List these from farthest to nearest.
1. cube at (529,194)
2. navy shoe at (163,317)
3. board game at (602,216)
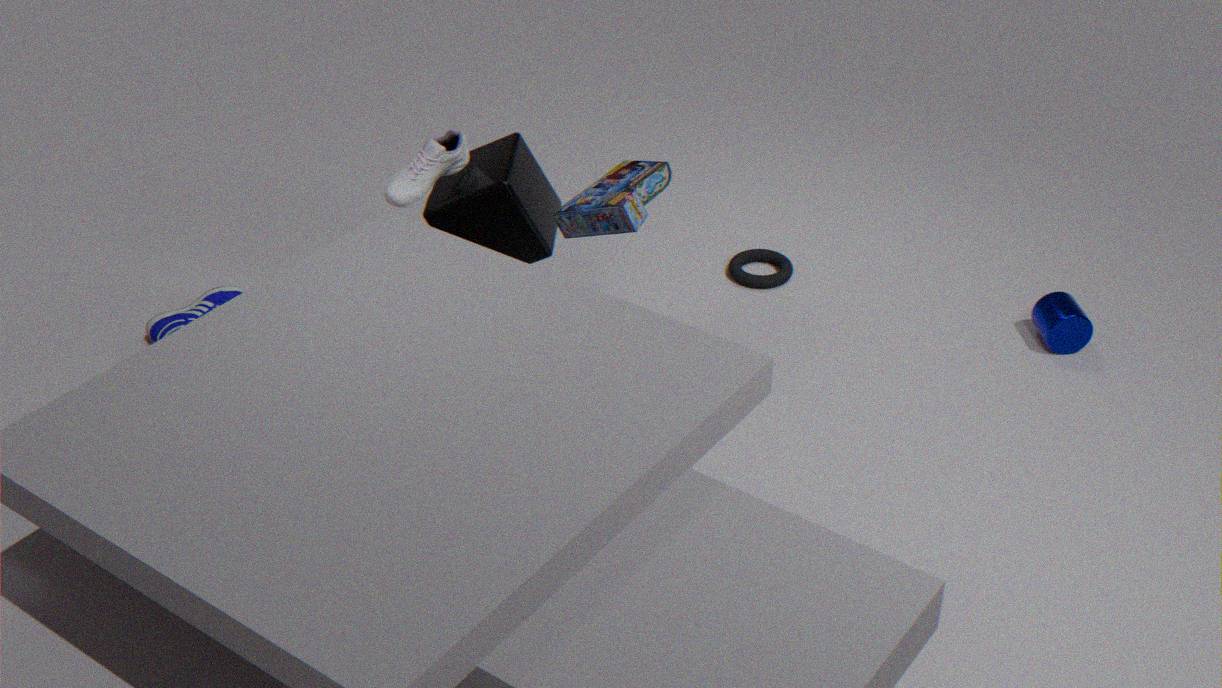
navy shoe at (163,317) → cube at (529,194) → board game at (602,216)
